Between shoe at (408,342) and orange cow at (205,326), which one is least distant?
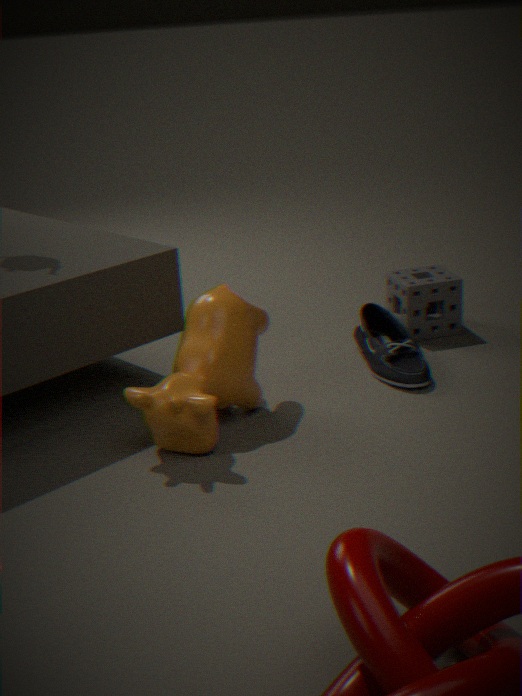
orange cow at (205,326)
